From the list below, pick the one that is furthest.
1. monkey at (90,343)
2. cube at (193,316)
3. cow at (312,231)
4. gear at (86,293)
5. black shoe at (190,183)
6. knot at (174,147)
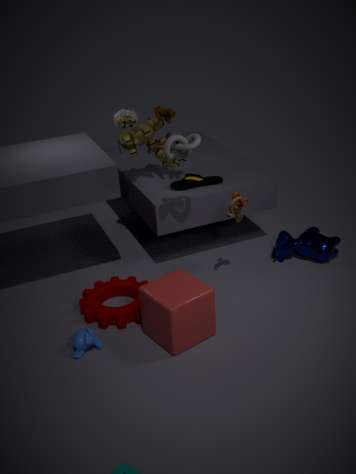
black shoe at (190,183)
